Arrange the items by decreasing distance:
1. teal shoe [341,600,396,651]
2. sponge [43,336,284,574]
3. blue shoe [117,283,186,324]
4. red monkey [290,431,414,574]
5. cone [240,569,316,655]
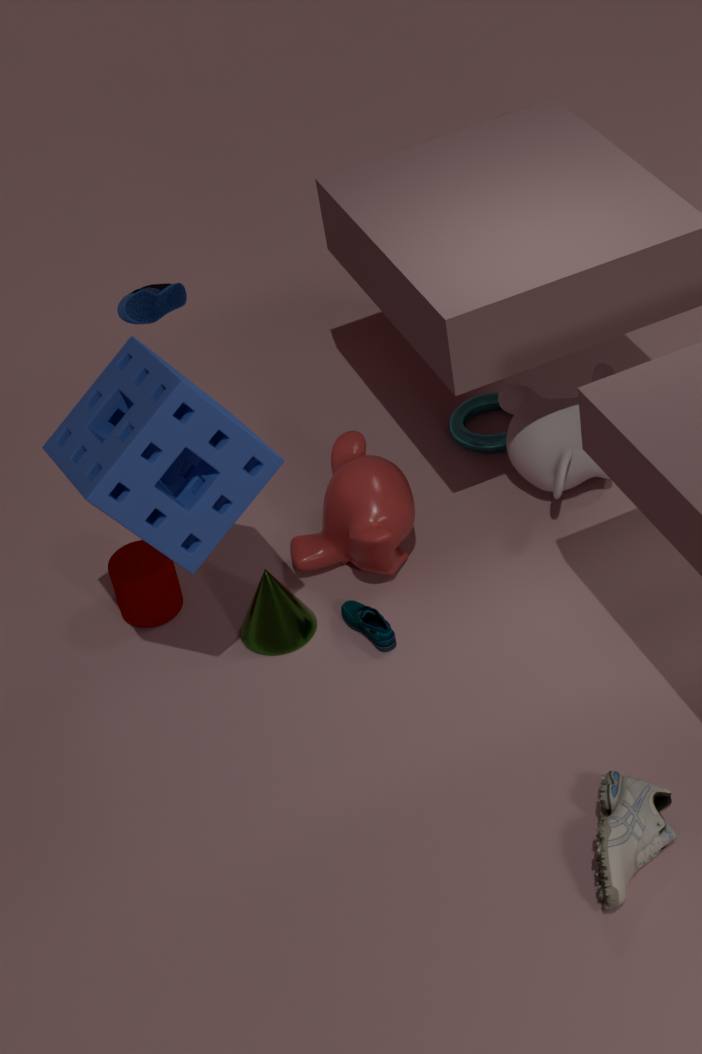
1. red monkey [290,431,414,574]
2. cone [240,569,316,655]
3. teal shoe [341,600,396,651]
4. blue shoe [117,283,186,324]
5. sponge [43,336,284,574]
